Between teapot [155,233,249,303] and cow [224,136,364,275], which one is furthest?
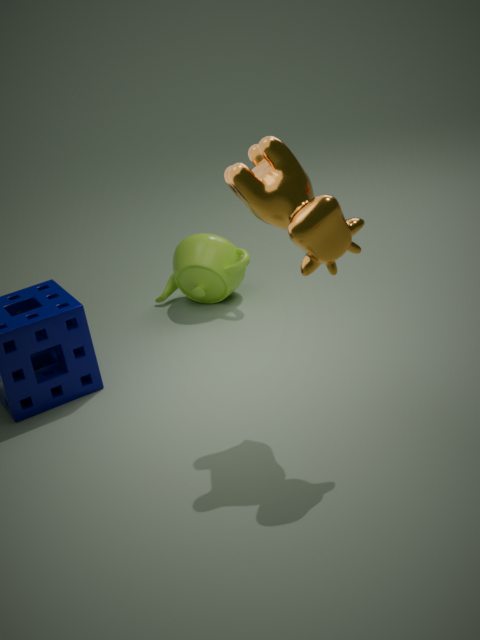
teapot [155,233,249,303]
